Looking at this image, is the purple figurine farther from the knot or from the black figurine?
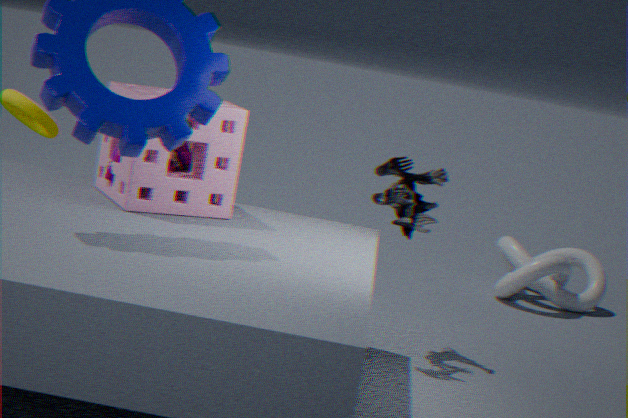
the knot
